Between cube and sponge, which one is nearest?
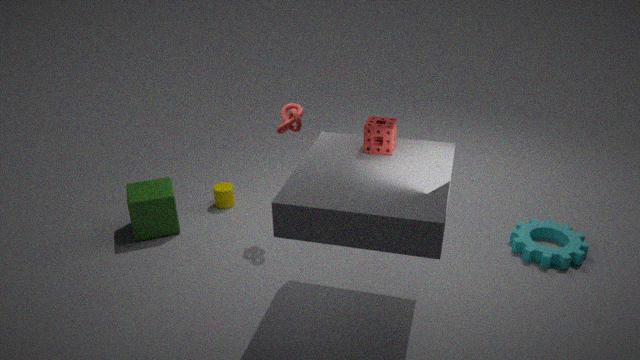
sponge
